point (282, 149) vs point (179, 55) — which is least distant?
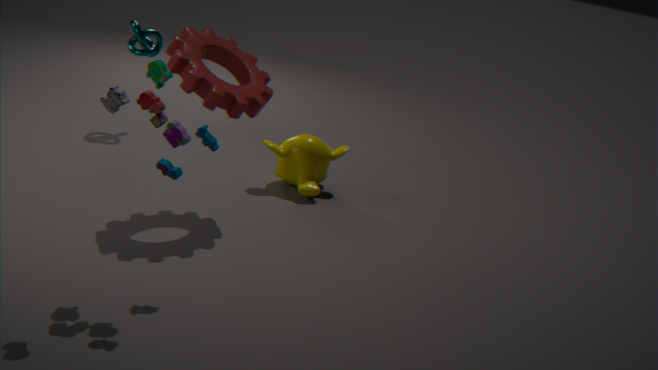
point (179, 55)
